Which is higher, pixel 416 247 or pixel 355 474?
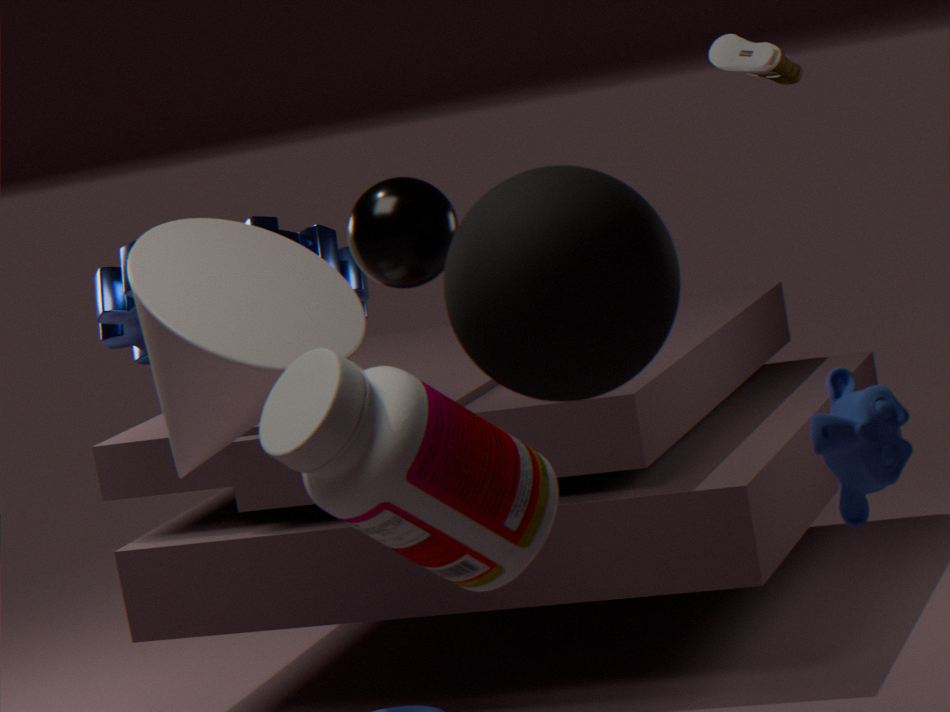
pixel 416 247
